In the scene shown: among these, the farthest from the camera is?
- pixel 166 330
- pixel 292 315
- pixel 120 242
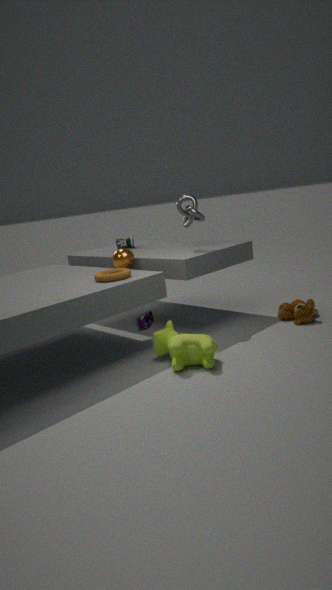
pixel 120 242
